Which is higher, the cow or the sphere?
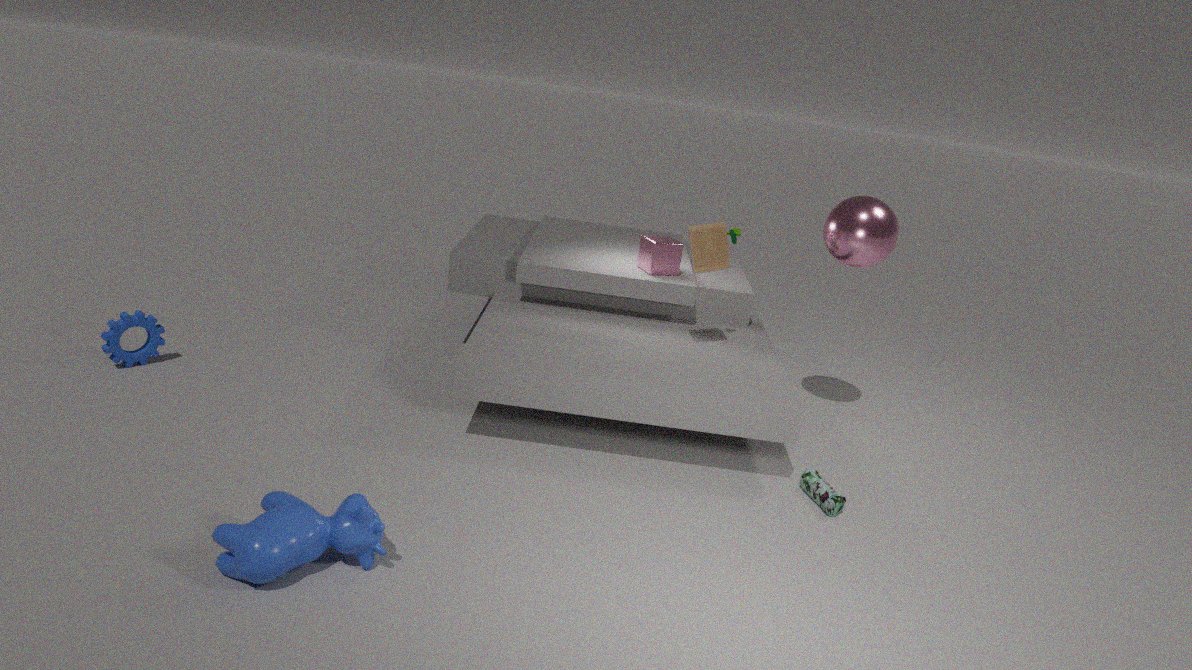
the sphere
